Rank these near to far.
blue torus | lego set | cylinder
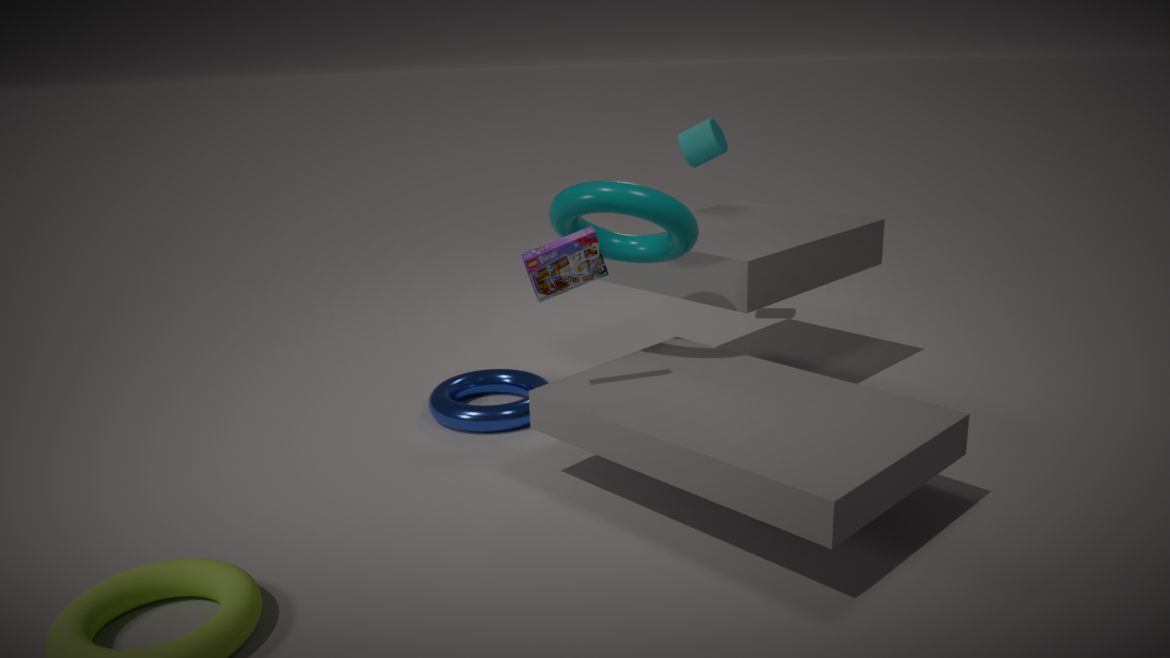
lego set, blue torus, cylinder
